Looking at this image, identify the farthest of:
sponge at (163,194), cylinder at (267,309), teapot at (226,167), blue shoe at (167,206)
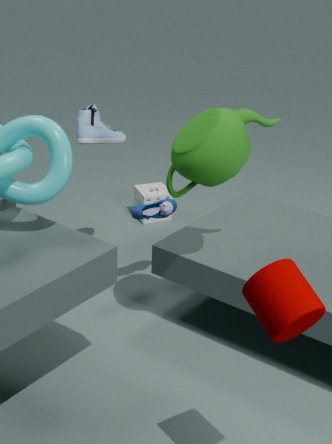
sponge at (163,194)
